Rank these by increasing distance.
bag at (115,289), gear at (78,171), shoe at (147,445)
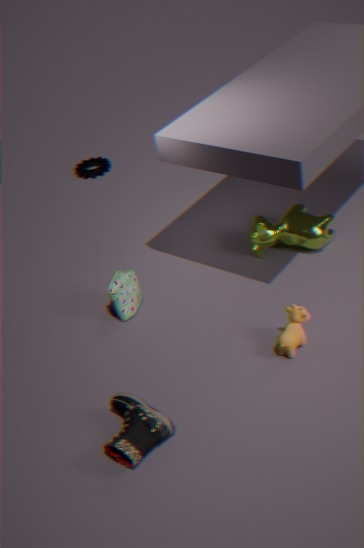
shoe at (147,445)
bag at (115,289)
gear at (78,171)
